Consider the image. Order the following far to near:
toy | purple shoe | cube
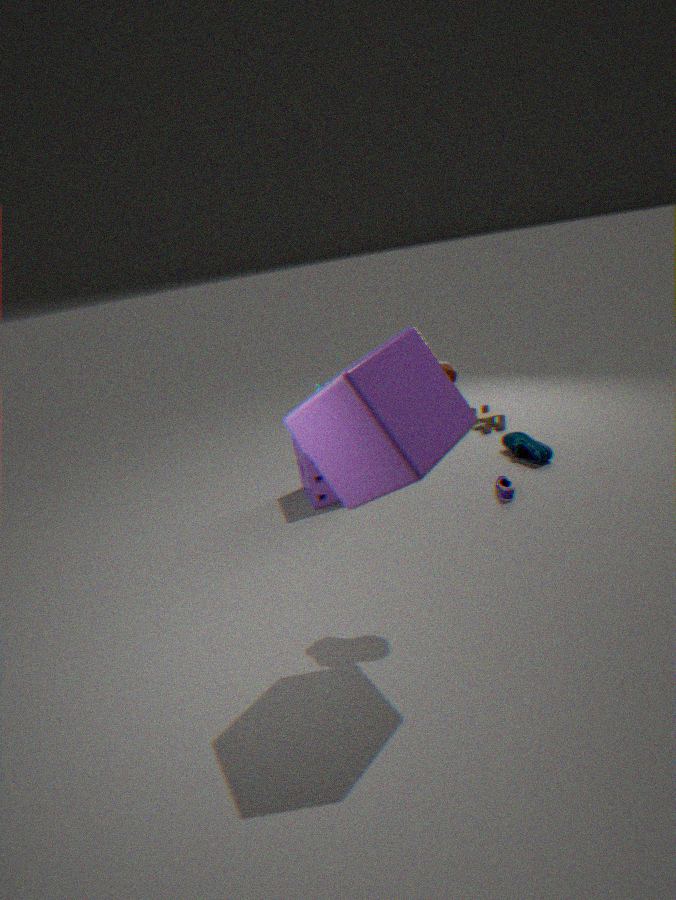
toy → purple shoe → cube
